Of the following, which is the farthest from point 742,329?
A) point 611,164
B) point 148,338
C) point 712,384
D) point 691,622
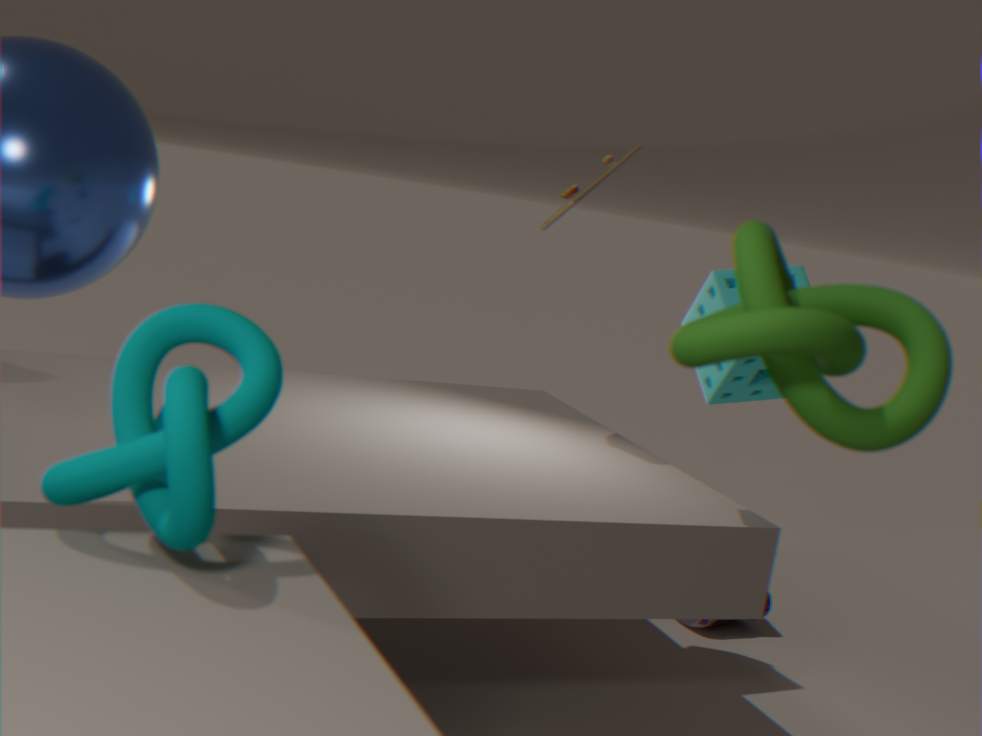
point 691,622
